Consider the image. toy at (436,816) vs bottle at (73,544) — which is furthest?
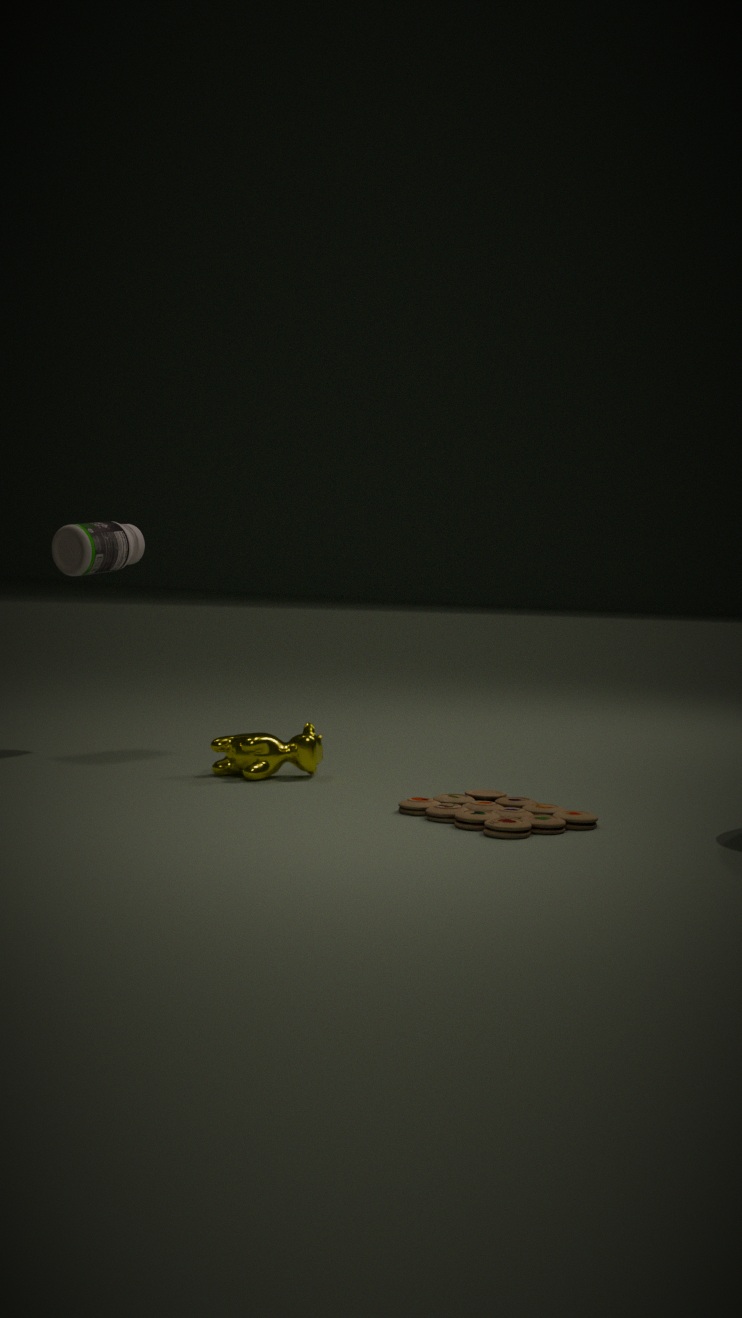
bottle at (73,544)
